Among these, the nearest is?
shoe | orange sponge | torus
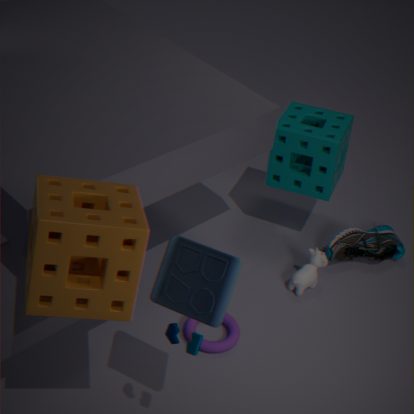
orange sponge
